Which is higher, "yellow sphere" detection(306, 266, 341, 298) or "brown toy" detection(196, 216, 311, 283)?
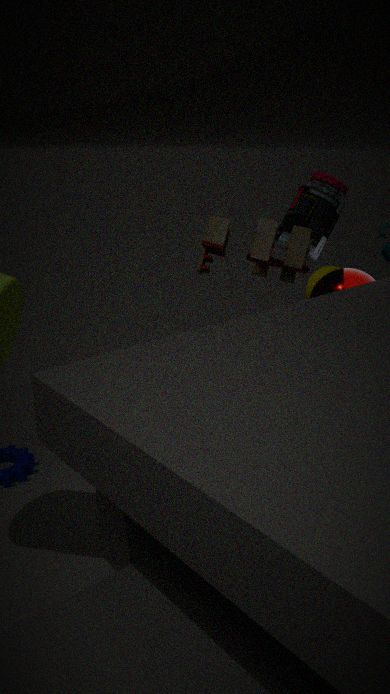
"brown toy" detection(196, 216, 311, 283)
